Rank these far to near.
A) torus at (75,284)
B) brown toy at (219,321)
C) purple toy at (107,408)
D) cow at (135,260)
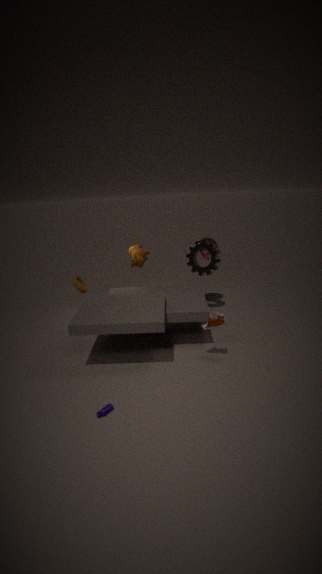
cow at (135,260), torus at (75,284), brown toy at (219,321), purple toy at (107,408)
